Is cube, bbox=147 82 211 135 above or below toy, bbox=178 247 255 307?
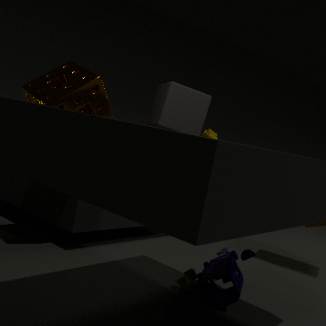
above
